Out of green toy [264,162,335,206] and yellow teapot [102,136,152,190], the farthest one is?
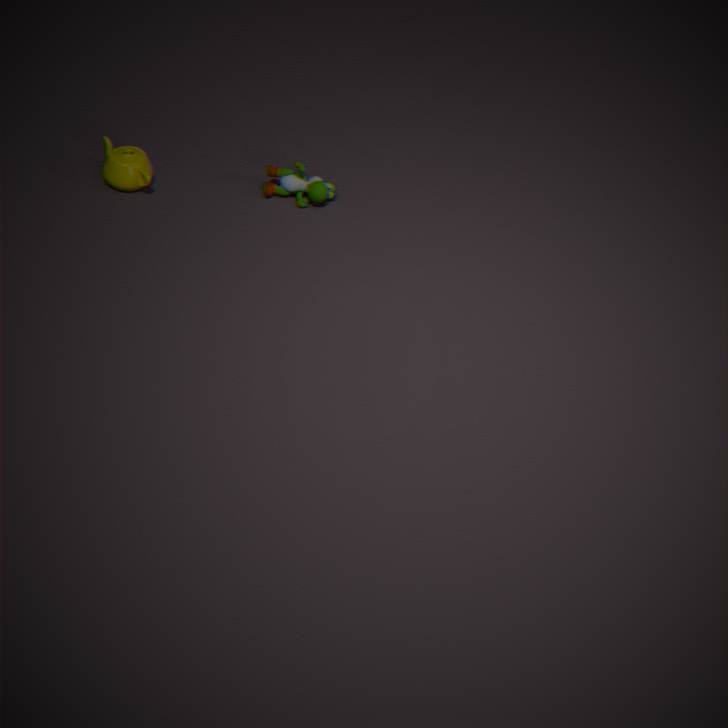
green toy [264,162,335,206]
